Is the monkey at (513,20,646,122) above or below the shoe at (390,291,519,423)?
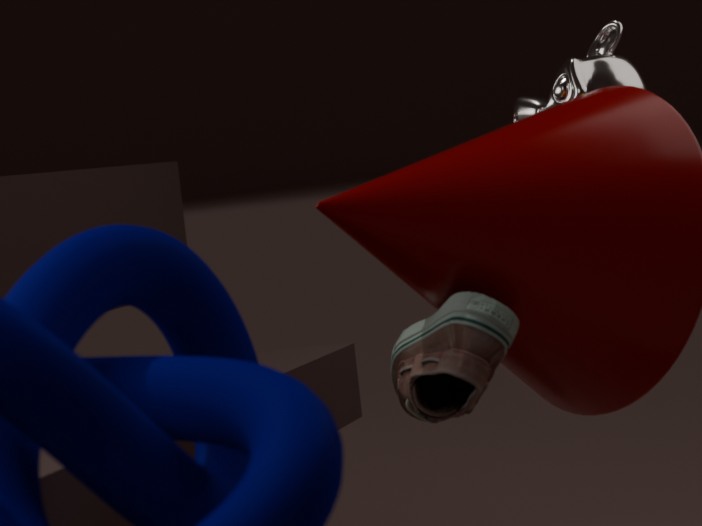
above
